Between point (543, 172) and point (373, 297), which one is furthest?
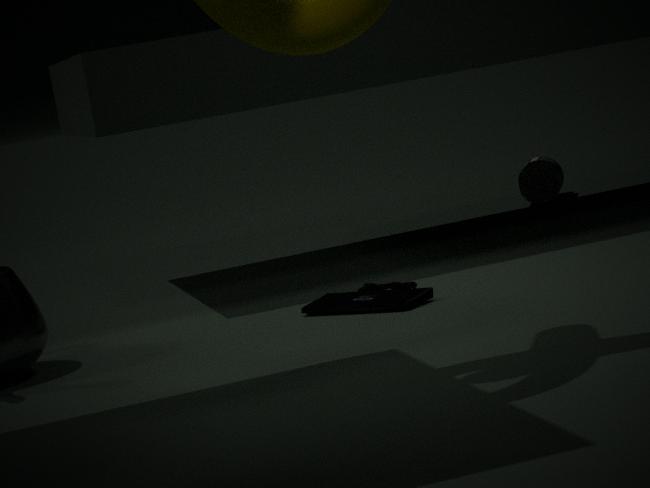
point (543, 172)
